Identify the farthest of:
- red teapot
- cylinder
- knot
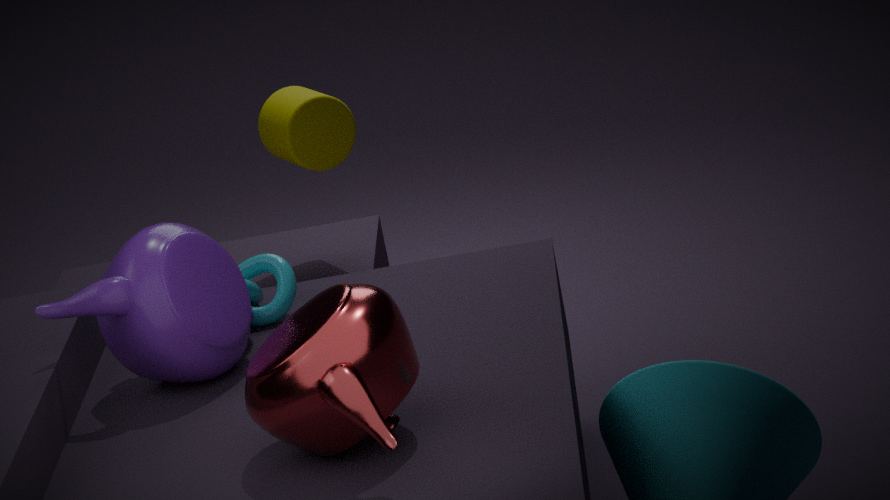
cylinder
